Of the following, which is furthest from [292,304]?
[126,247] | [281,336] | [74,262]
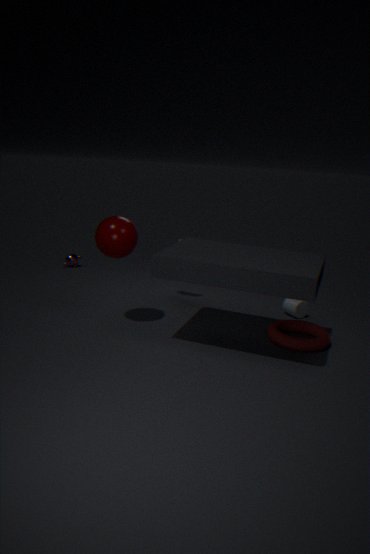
[74,262]
